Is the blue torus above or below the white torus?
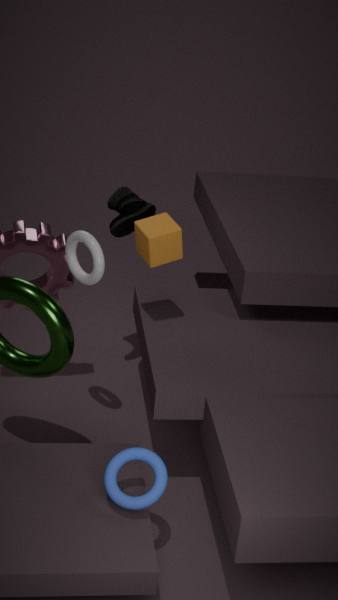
below
